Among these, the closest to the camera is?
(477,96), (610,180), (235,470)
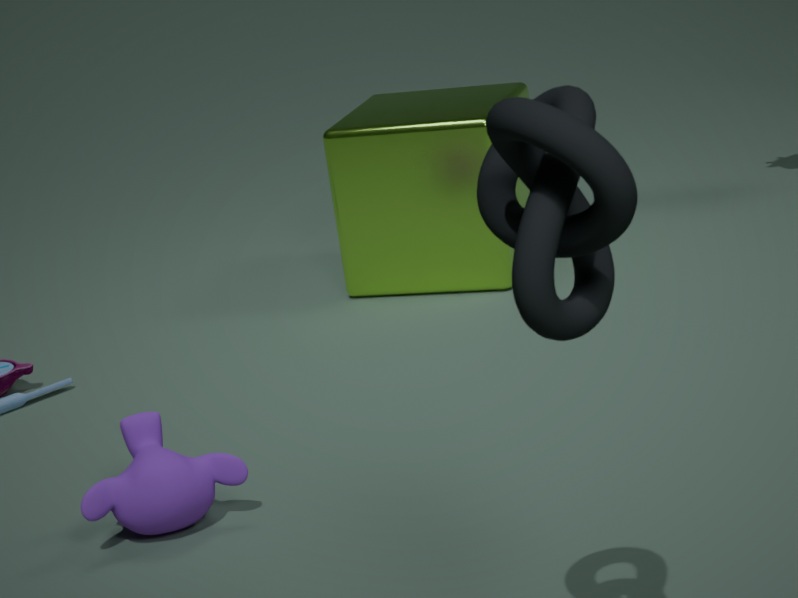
(610,180)
